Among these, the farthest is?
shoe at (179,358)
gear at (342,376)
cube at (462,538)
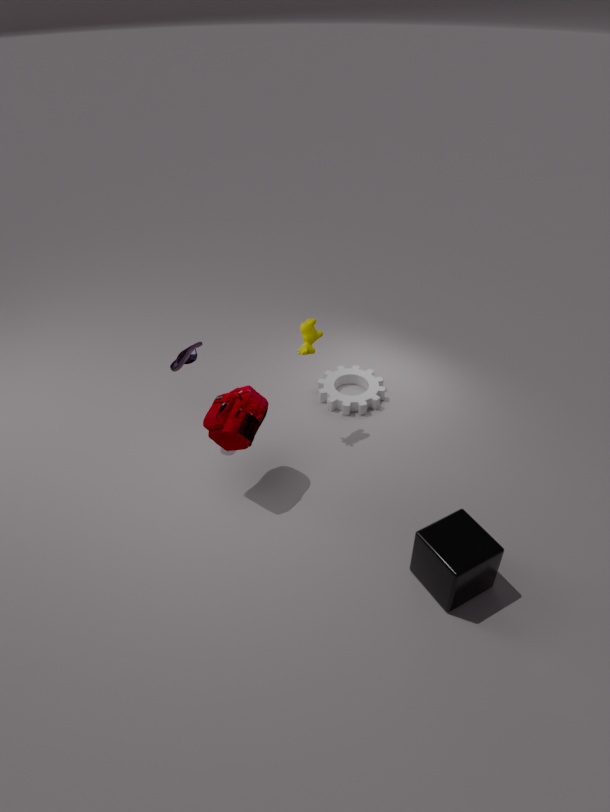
gear at (342,376)
